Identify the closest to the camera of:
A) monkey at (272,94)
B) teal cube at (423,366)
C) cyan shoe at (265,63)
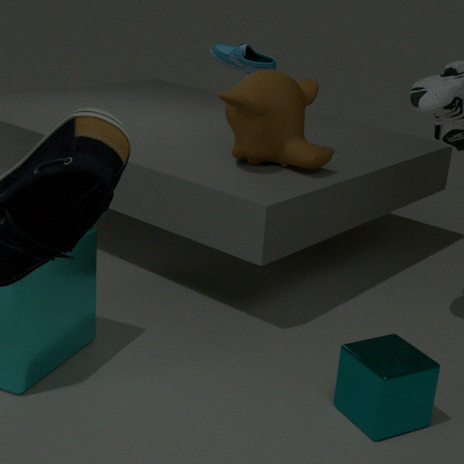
teal cube at (423,366)
